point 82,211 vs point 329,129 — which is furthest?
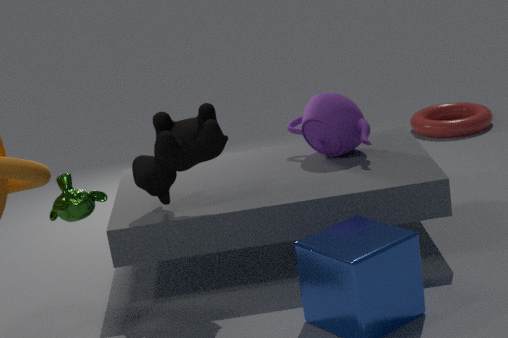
point 329,129
